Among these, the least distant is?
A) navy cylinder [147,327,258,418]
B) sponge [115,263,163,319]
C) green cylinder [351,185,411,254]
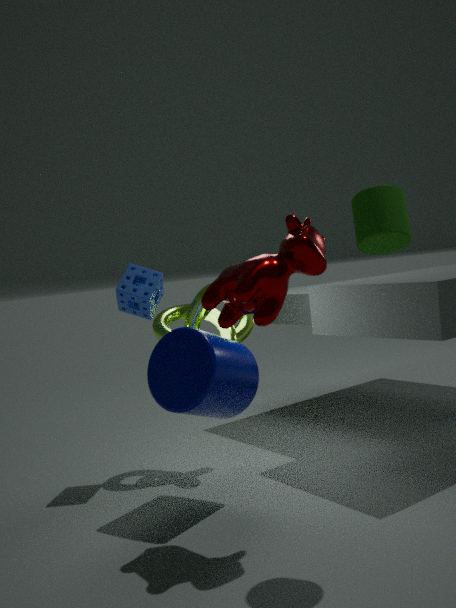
green cylinder [351,185,411,254]
